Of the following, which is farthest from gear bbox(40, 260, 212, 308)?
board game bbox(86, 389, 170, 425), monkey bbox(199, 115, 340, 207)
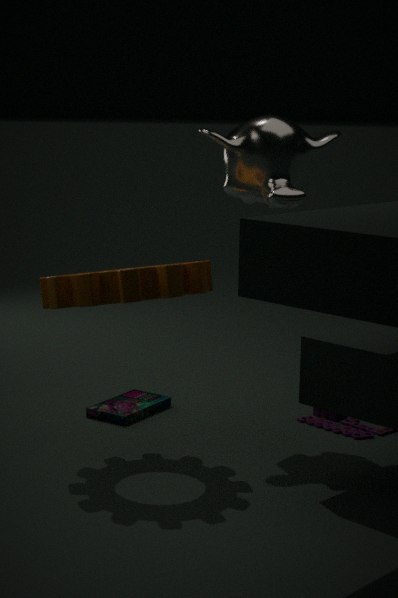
board game bbox(86, 389, 170, 425)
